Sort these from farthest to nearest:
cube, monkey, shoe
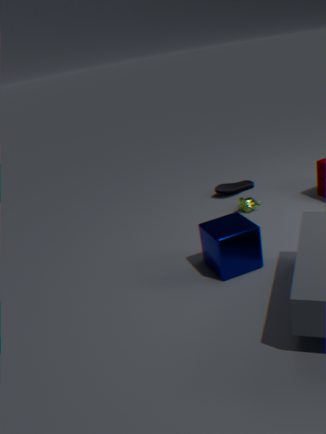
shoe → monkey → cube
